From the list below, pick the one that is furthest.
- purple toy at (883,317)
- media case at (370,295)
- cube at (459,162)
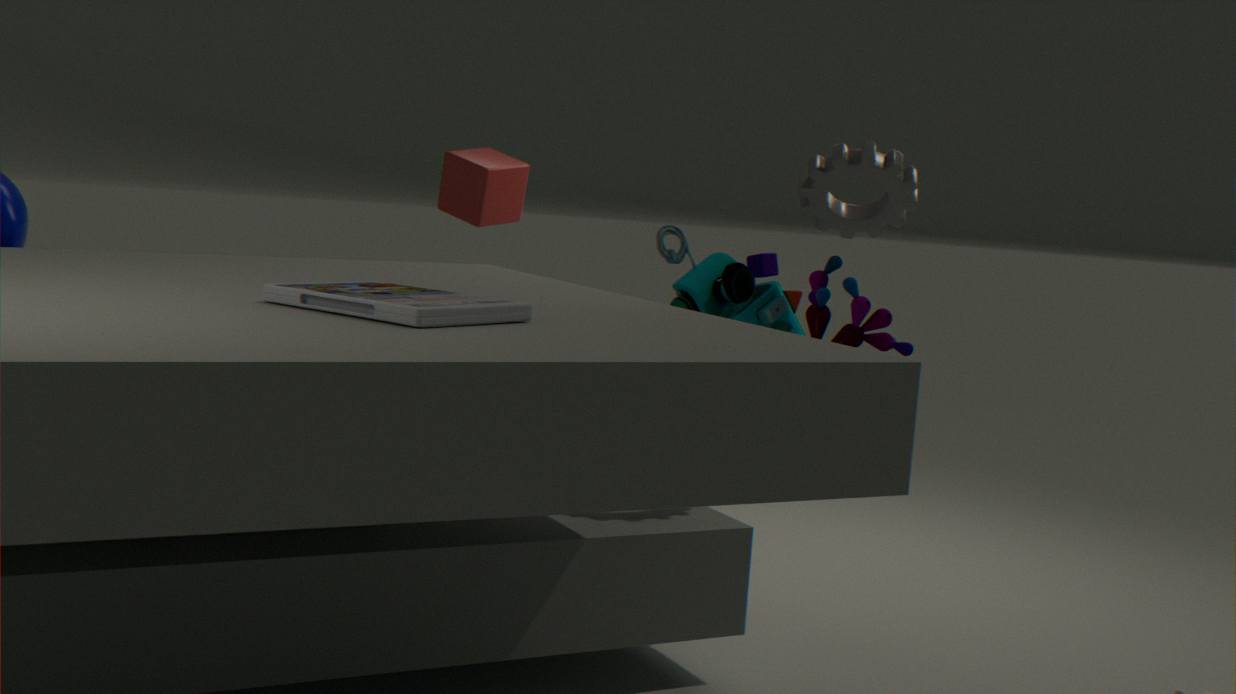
cube at (459,162)
